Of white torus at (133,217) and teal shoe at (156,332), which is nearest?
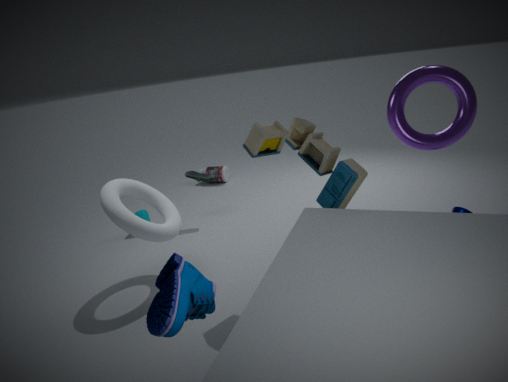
teal shoe at (156,332)
